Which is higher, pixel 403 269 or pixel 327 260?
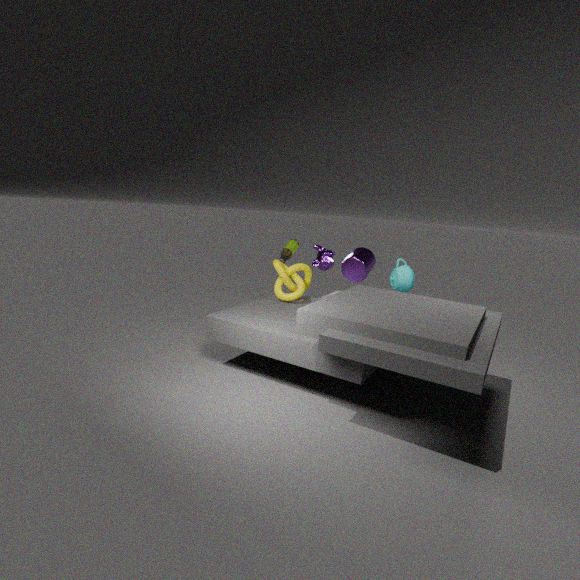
pixel 327 260
